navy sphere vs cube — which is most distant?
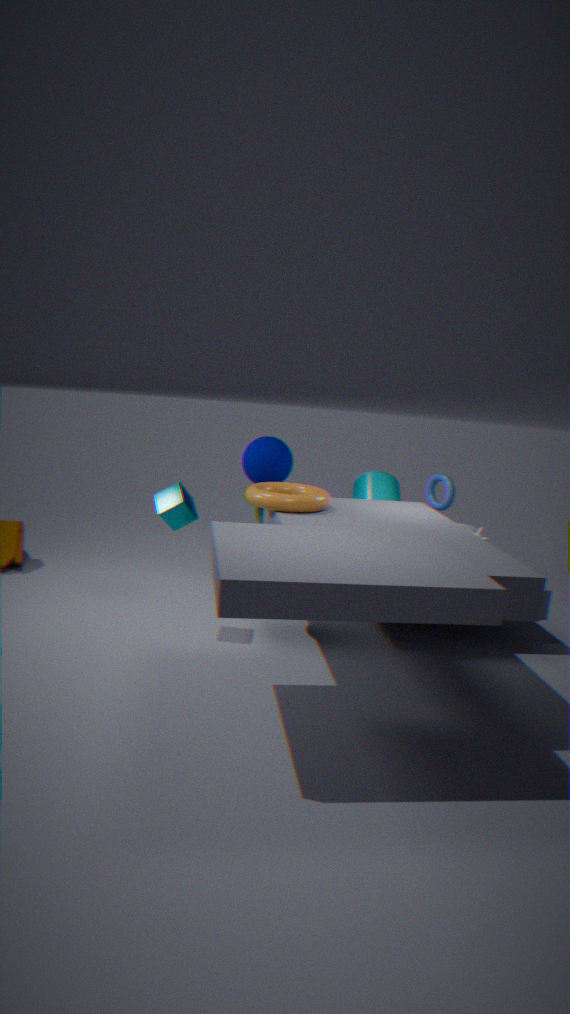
navy sphere
